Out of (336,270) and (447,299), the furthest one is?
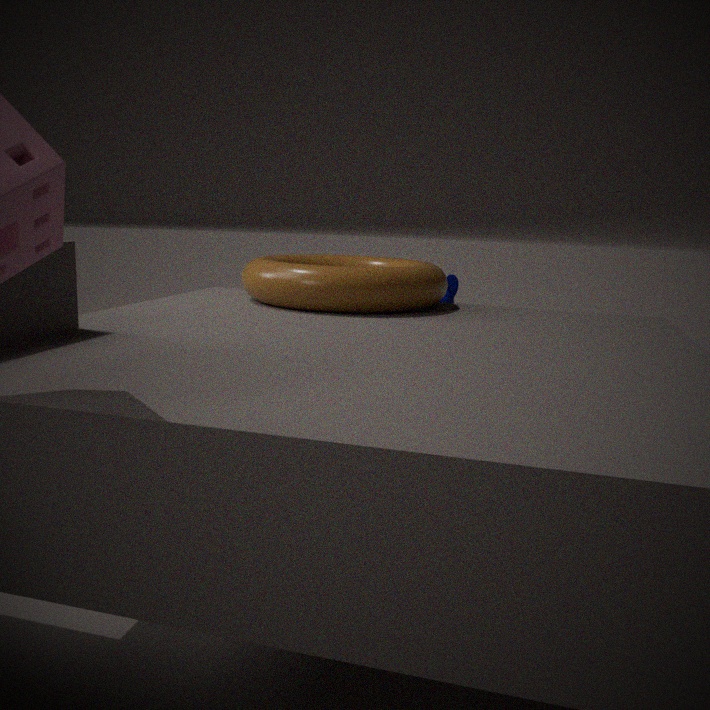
(447,299)
